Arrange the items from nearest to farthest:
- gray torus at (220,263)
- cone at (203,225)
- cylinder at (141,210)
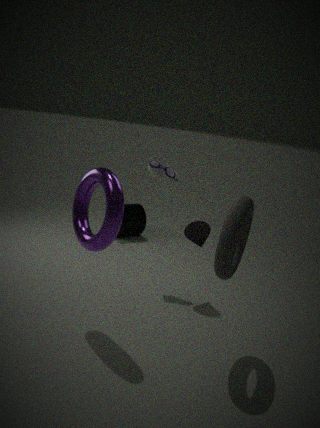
gray torus at (220,263), cone at (203,225), cylinder at (141,210)
